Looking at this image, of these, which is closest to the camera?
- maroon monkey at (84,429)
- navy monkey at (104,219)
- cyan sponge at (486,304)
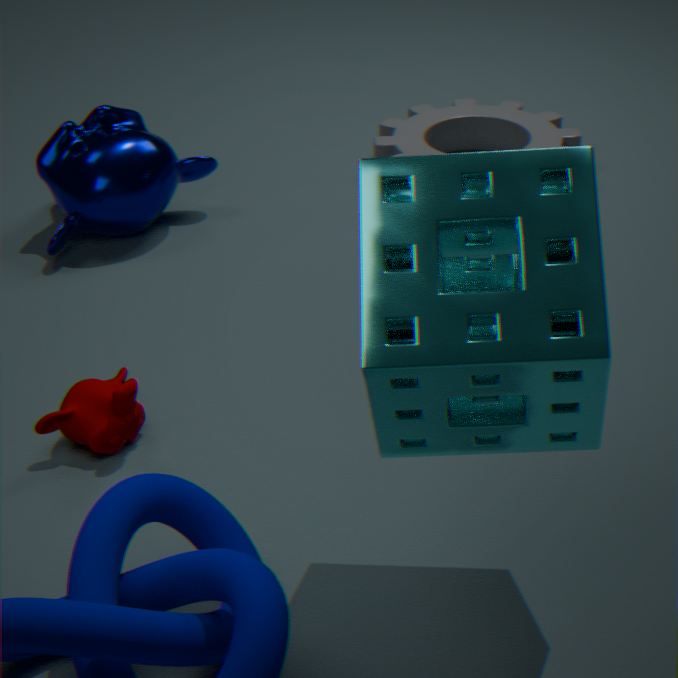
cyan sponge at (486,304)
